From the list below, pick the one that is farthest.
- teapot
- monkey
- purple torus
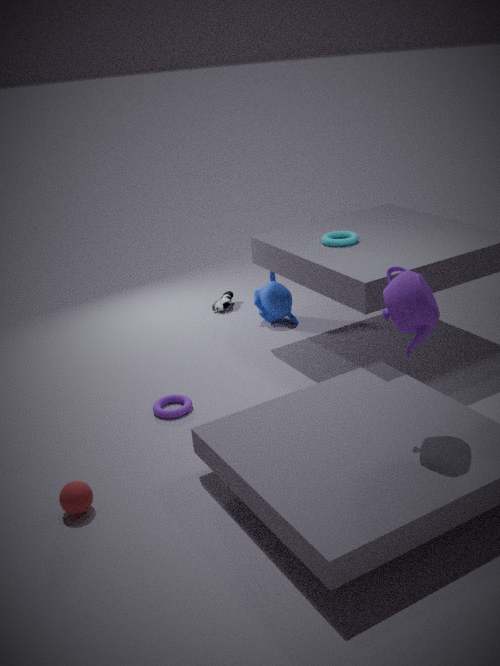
monkey
